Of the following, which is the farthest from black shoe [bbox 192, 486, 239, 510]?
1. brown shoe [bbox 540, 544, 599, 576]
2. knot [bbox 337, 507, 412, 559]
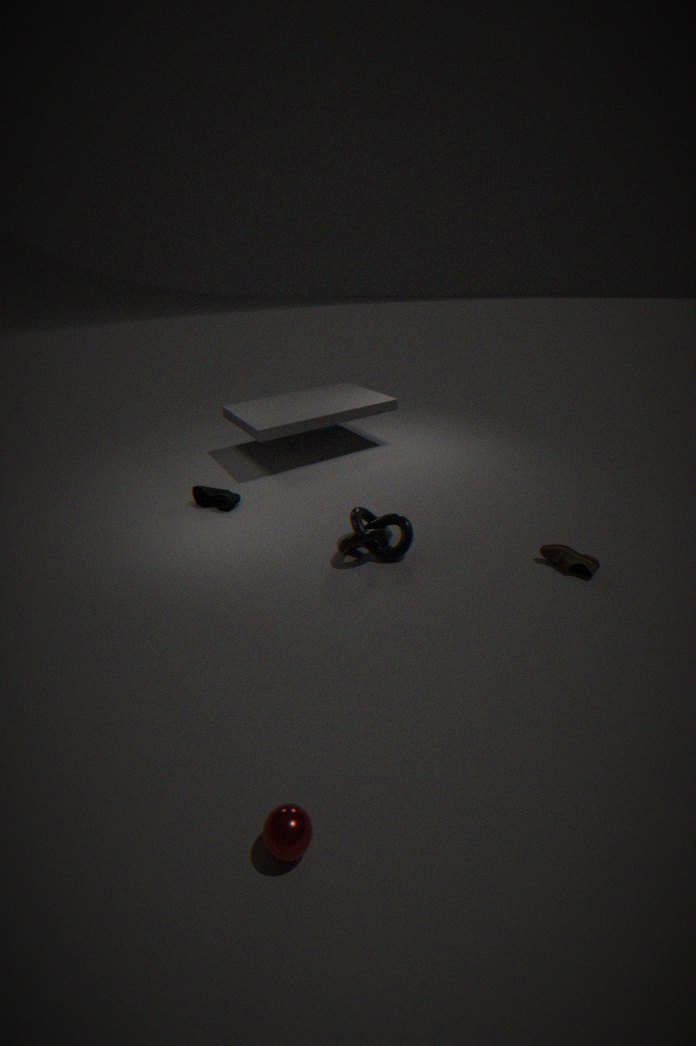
brown shoe [bbox 540, 544, 599, 576]
